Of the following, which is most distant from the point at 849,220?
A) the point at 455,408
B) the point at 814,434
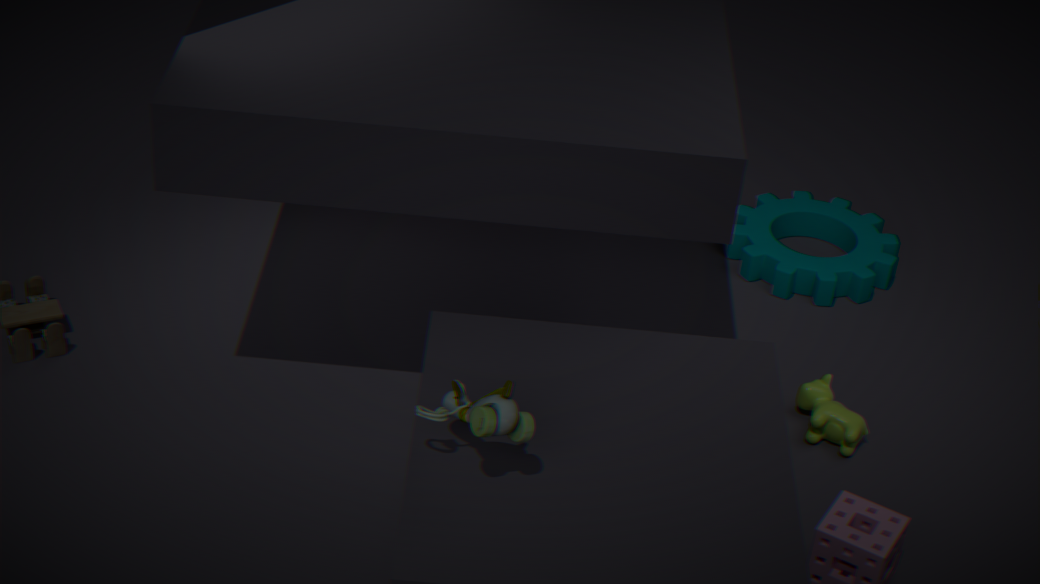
the point at 455,408
